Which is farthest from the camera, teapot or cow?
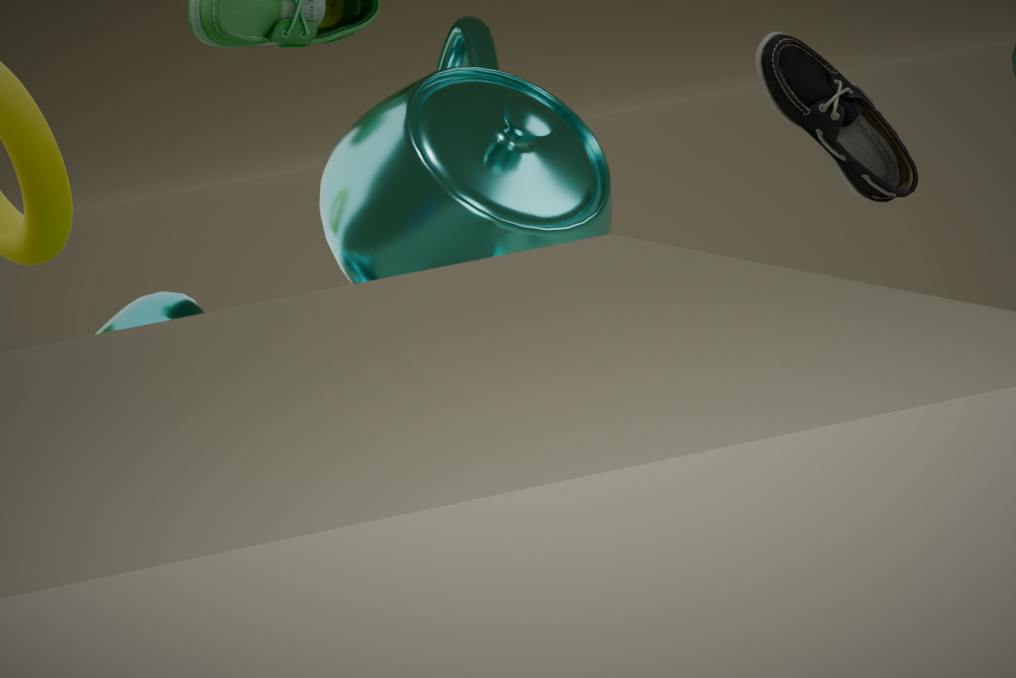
cow
